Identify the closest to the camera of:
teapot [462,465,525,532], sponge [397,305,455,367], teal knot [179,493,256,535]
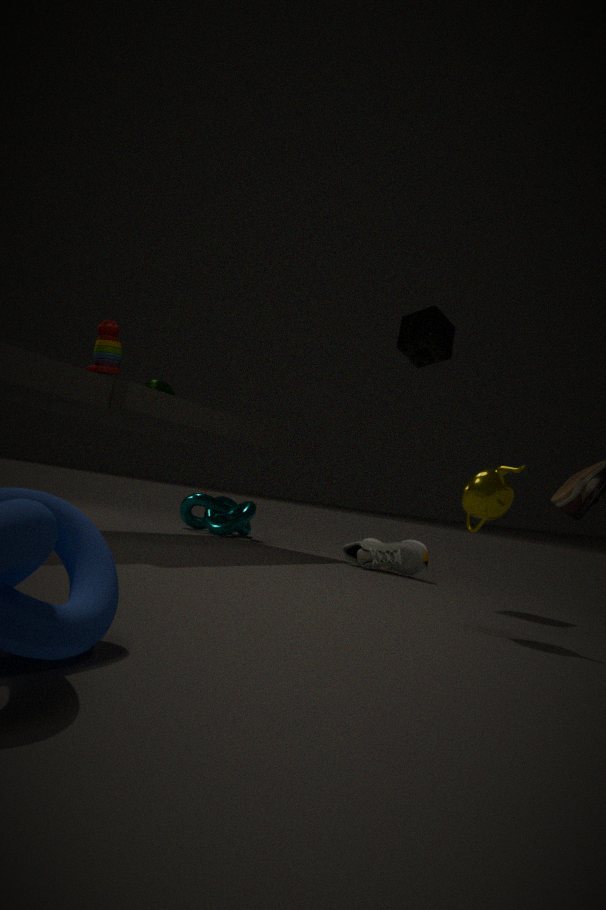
teapot [462,465,525,532]
